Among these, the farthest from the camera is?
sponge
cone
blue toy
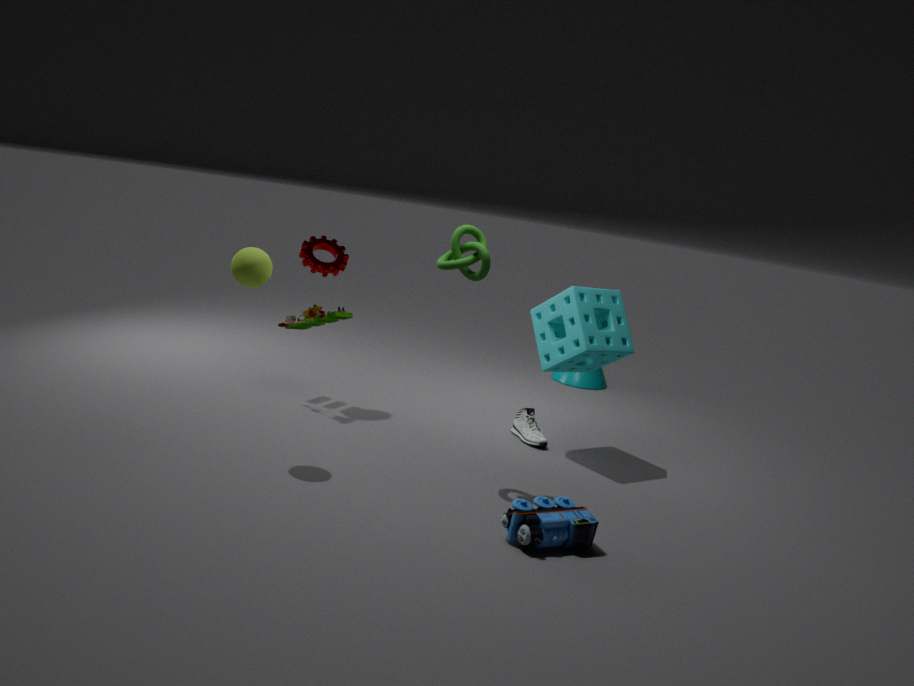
cone
